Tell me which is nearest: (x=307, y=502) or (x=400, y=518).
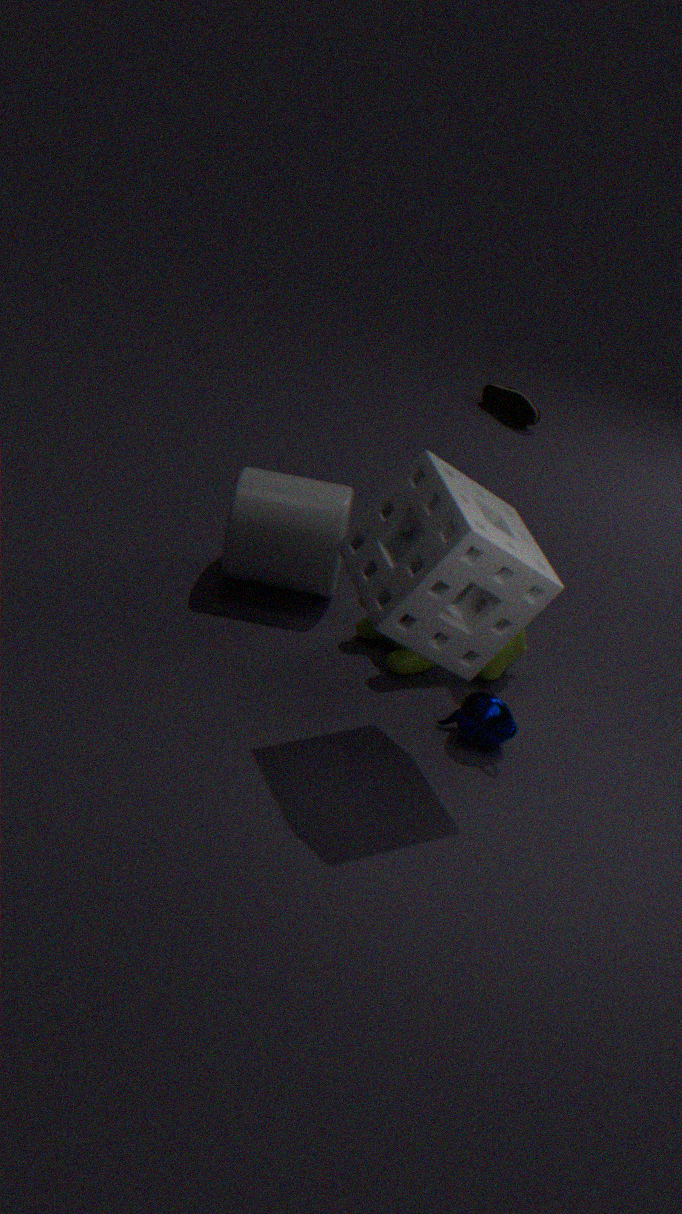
(x=400, y=518)
